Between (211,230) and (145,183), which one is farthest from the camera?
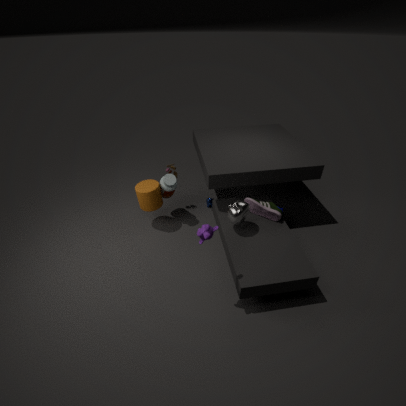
(145,183)
